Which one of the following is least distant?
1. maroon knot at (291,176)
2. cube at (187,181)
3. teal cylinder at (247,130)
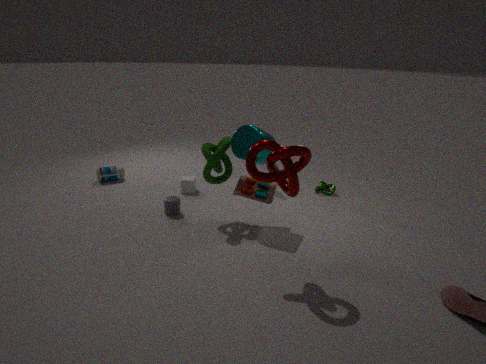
maroon knot at (291,176)
